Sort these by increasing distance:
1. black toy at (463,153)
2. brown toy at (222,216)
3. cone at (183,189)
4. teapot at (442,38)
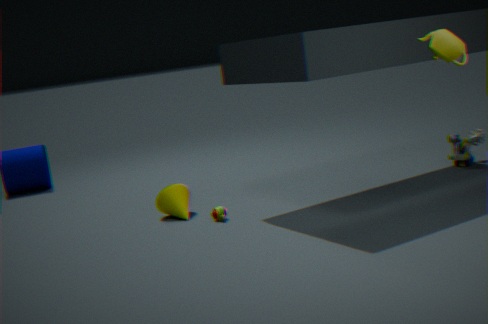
1. teapot at (442,38)
2. brown toy at (222,216)
3. cone at (183,189)
4. black toy at (463,153)
